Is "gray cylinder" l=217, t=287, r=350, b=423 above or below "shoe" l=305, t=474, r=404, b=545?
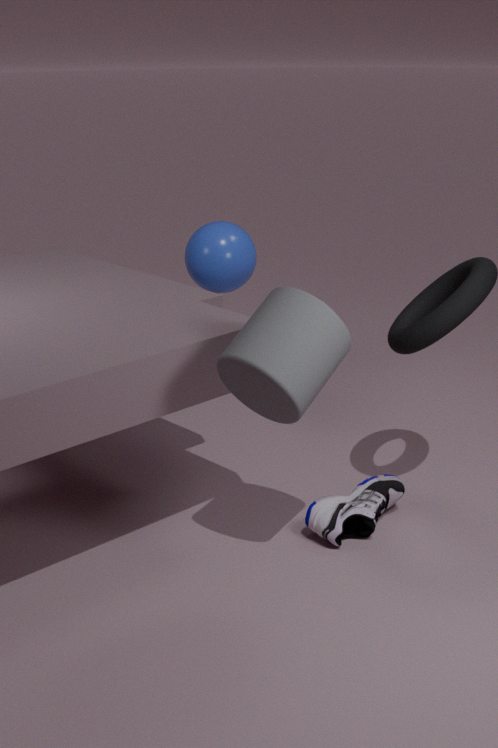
above
